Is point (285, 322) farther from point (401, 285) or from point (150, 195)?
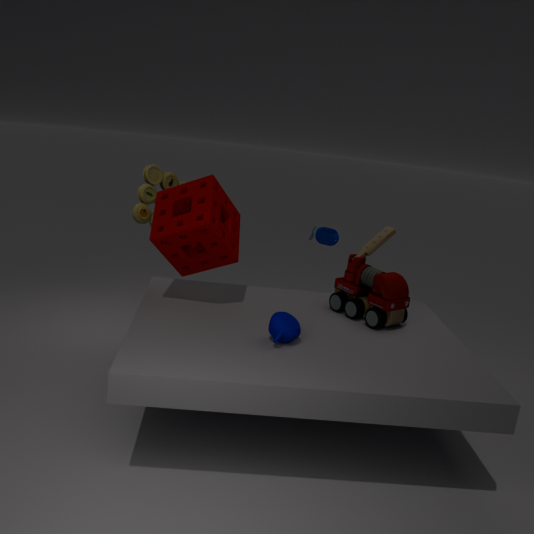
point (150, 195)
